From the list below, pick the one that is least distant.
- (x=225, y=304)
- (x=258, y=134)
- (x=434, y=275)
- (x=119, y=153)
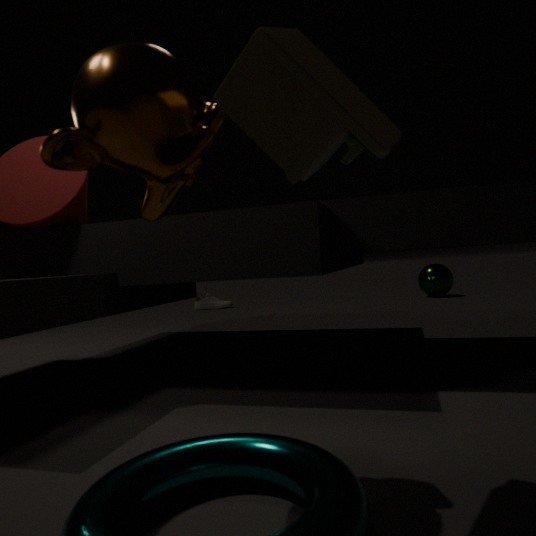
(x=119, y=153)
